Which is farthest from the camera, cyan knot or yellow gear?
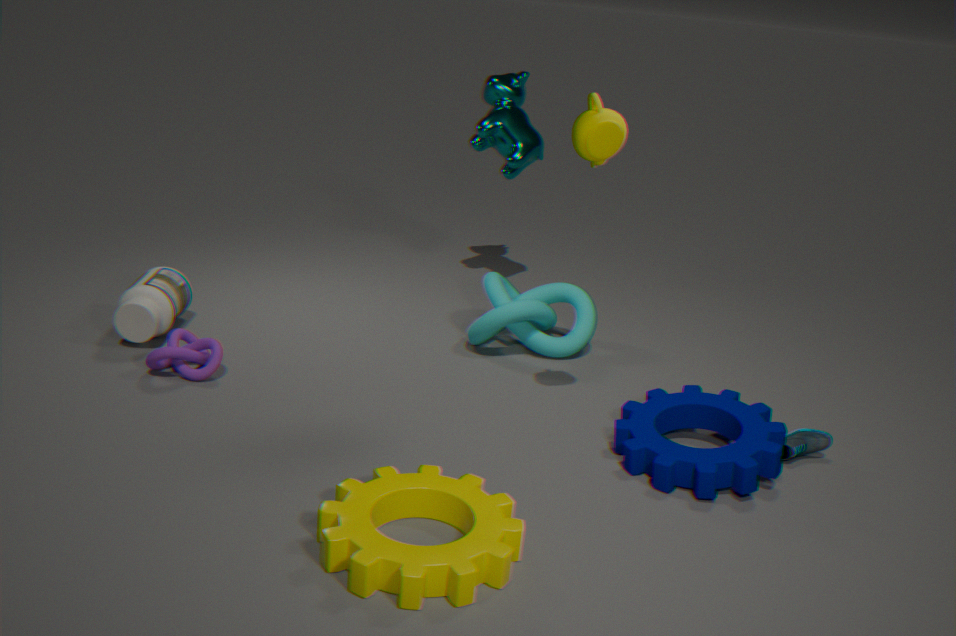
cyan knot
